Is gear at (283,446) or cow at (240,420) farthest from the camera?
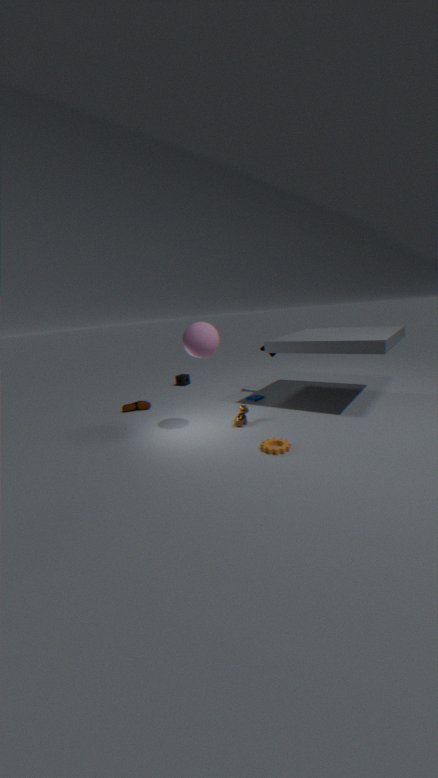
cow at (240,420)
